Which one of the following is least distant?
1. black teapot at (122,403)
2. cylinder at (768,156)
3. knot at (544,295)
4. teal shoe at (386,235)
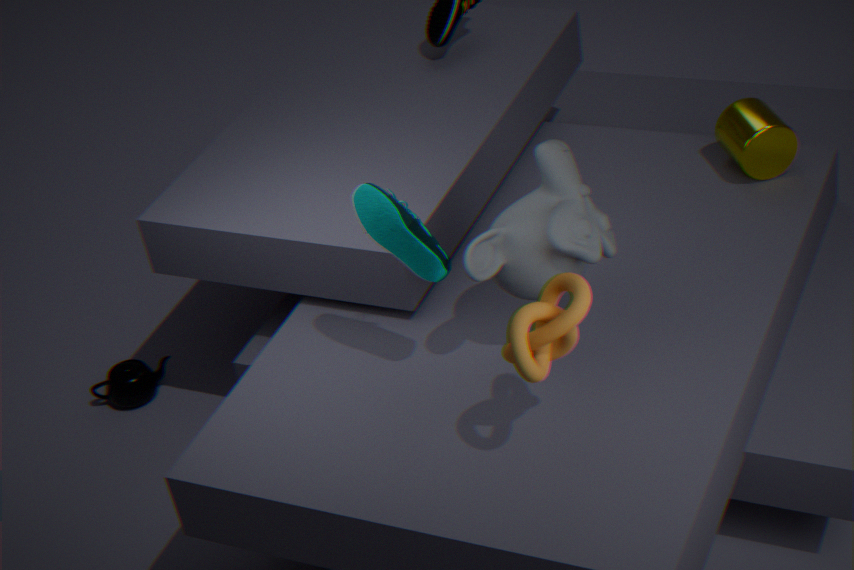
knot at (544,295)
